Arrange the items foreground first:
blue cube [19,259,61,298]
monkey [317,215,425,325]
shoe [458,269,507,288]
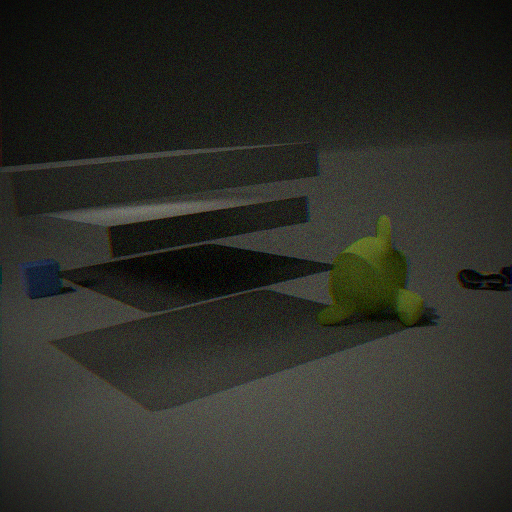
monkey [317,215,425,325]
shoe [458,269,507,288]
blue cube [19,259,61,298]
